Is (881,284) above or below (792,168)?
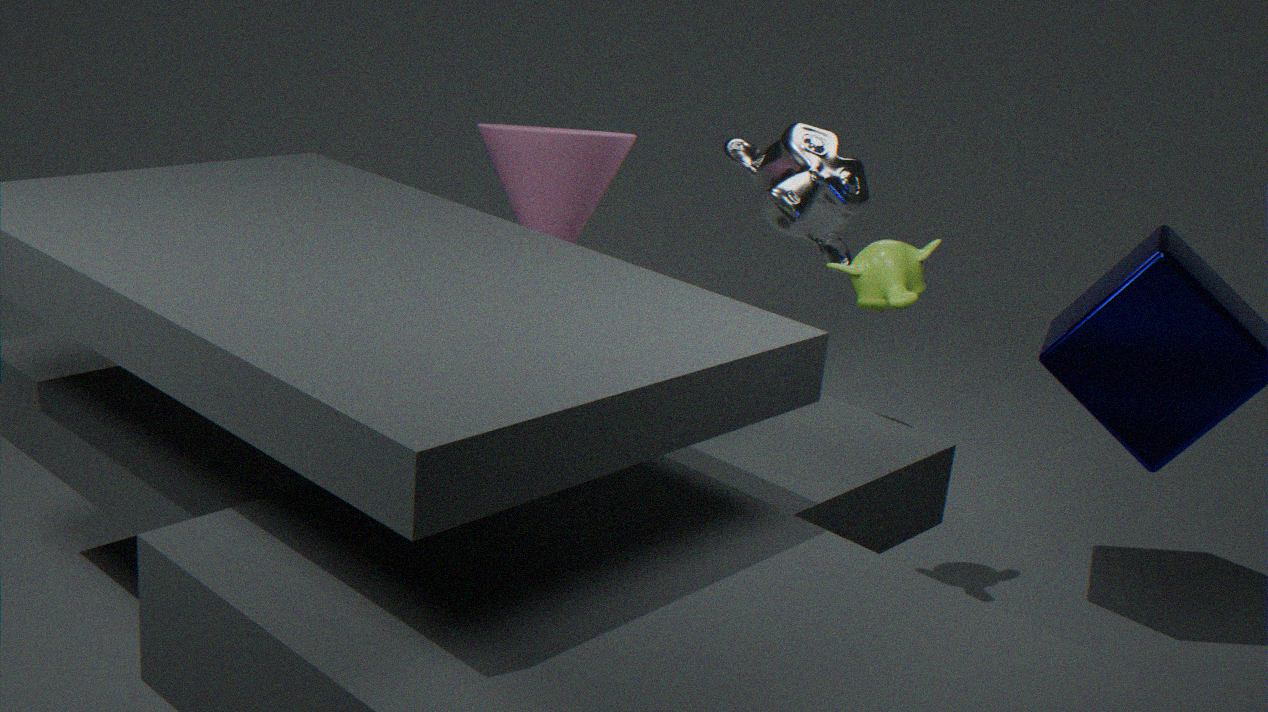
above
